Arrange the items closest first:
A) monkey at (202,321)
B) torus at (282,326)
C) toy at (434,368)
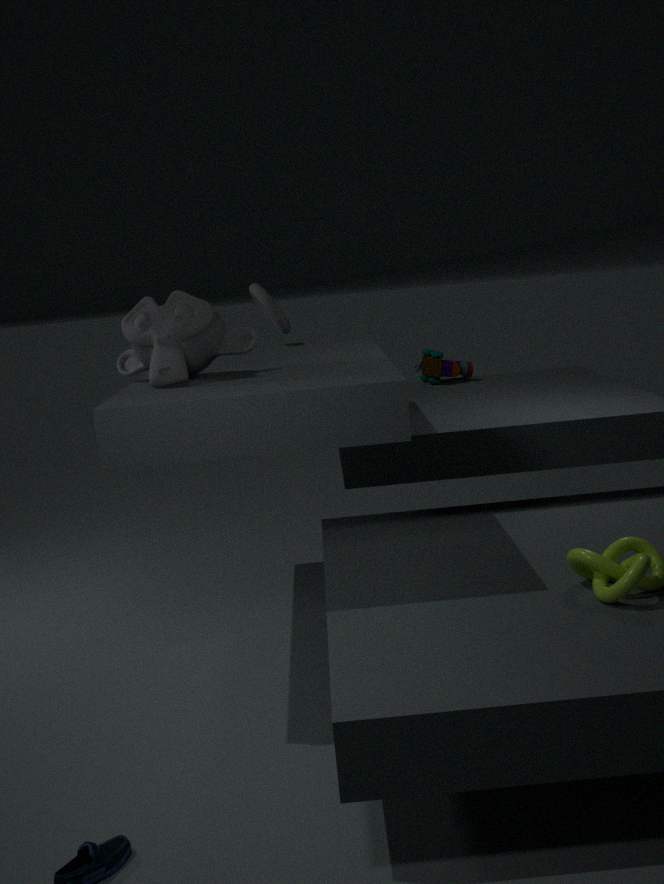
monkey at (202,321) → torus at (282,326) → toy at (434,368)
